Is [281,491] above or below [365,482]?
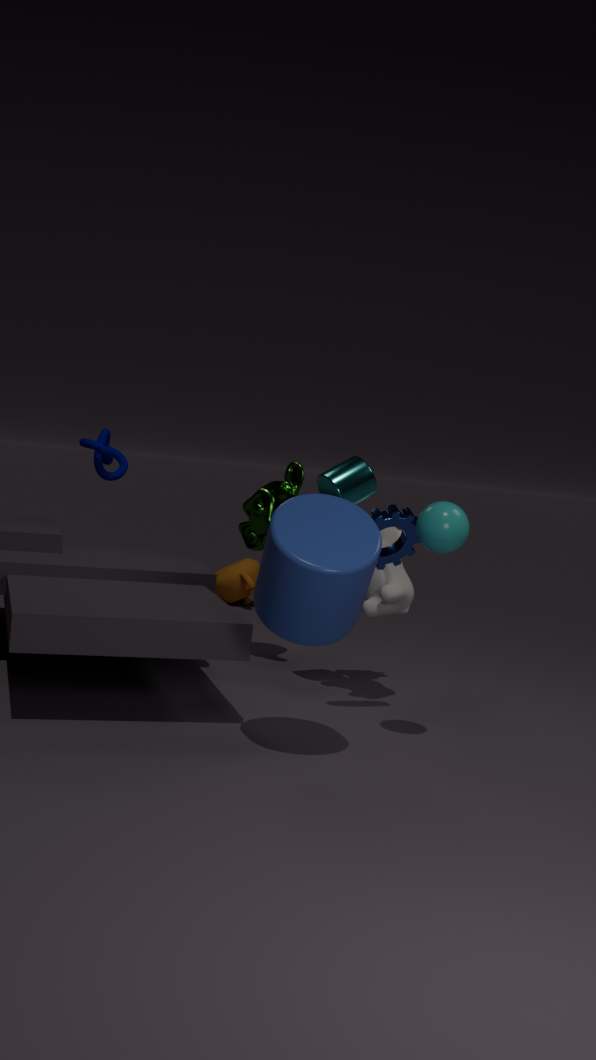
below
